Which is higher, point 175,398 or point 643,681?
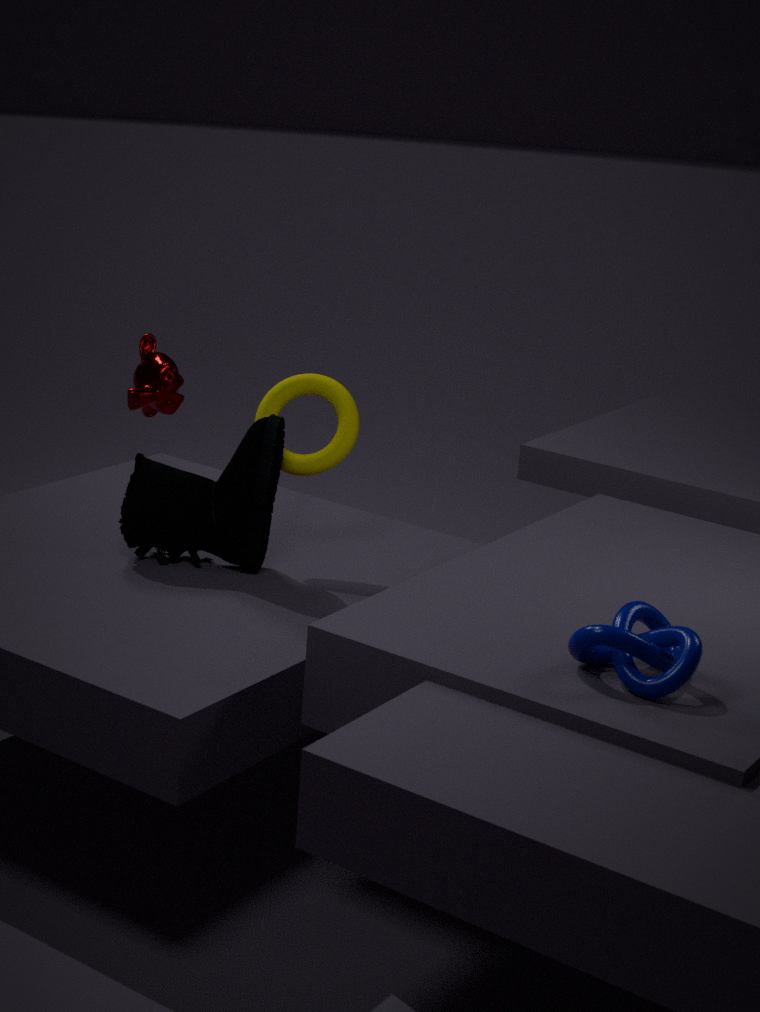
point 175,398
